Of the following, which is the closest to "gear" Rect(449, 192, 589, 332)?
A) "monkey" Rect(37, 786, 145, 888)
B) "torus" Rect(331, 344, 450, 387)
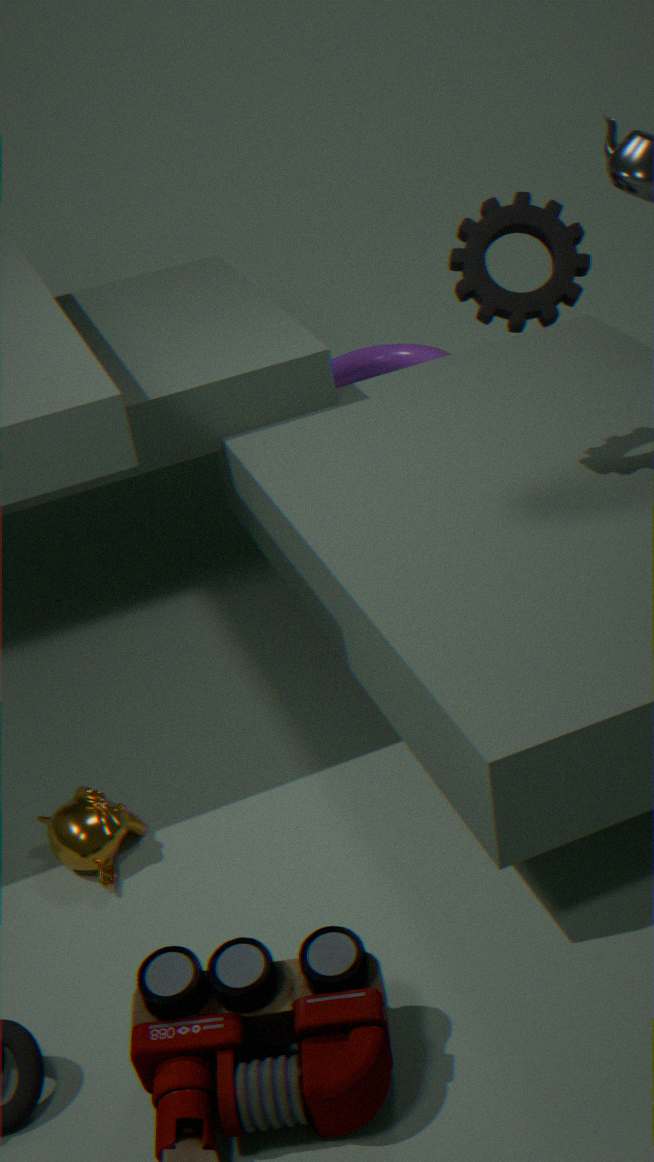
"monkey" Rect(37, 786, 145, 888)
